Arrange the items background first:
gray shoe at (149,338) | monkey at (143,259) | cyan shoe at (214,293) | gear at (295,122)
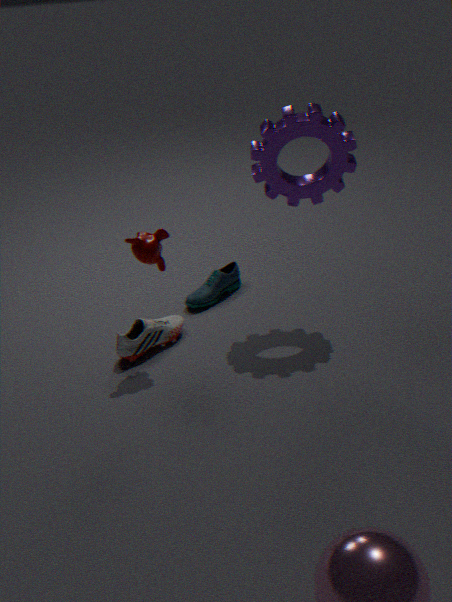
cyan shoe at (214,293) < gray shoe at (149,338) < gear at (295,122) < monkey at (143,259)
